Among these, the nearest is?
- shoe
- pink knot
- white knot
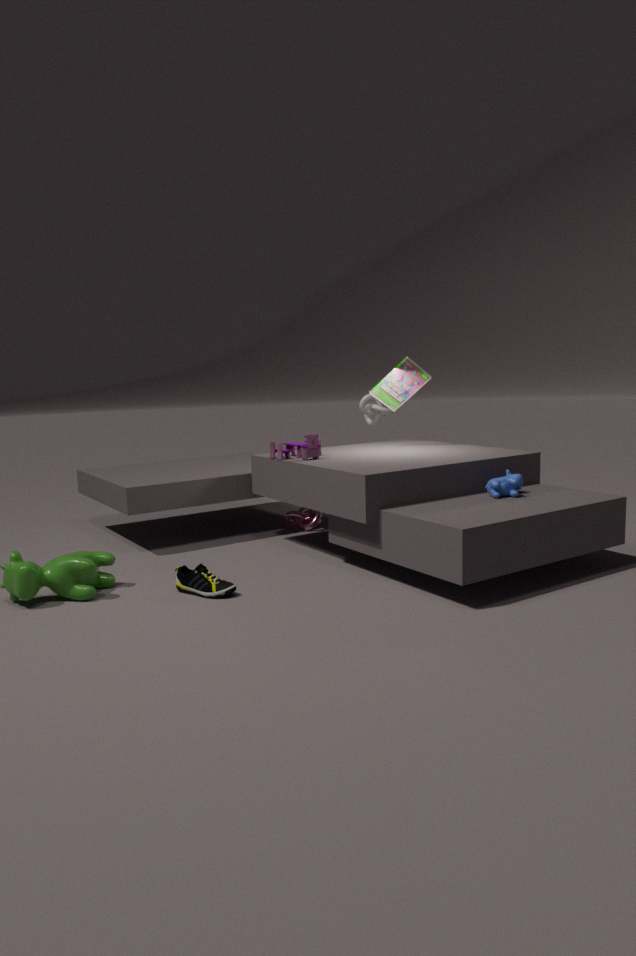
shoe
